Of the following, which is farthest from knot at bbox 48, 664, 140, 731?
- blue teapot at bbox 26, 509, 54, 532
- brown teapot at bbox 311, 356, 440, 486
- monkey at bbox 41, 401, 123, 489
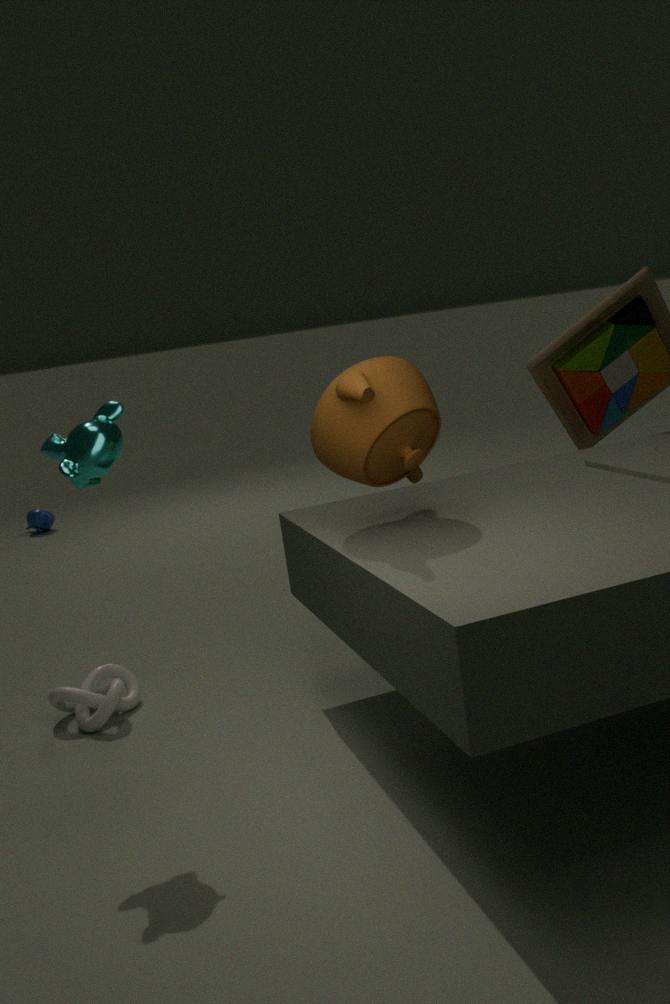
blue teapot at bbox 26, 509, 54, 532
